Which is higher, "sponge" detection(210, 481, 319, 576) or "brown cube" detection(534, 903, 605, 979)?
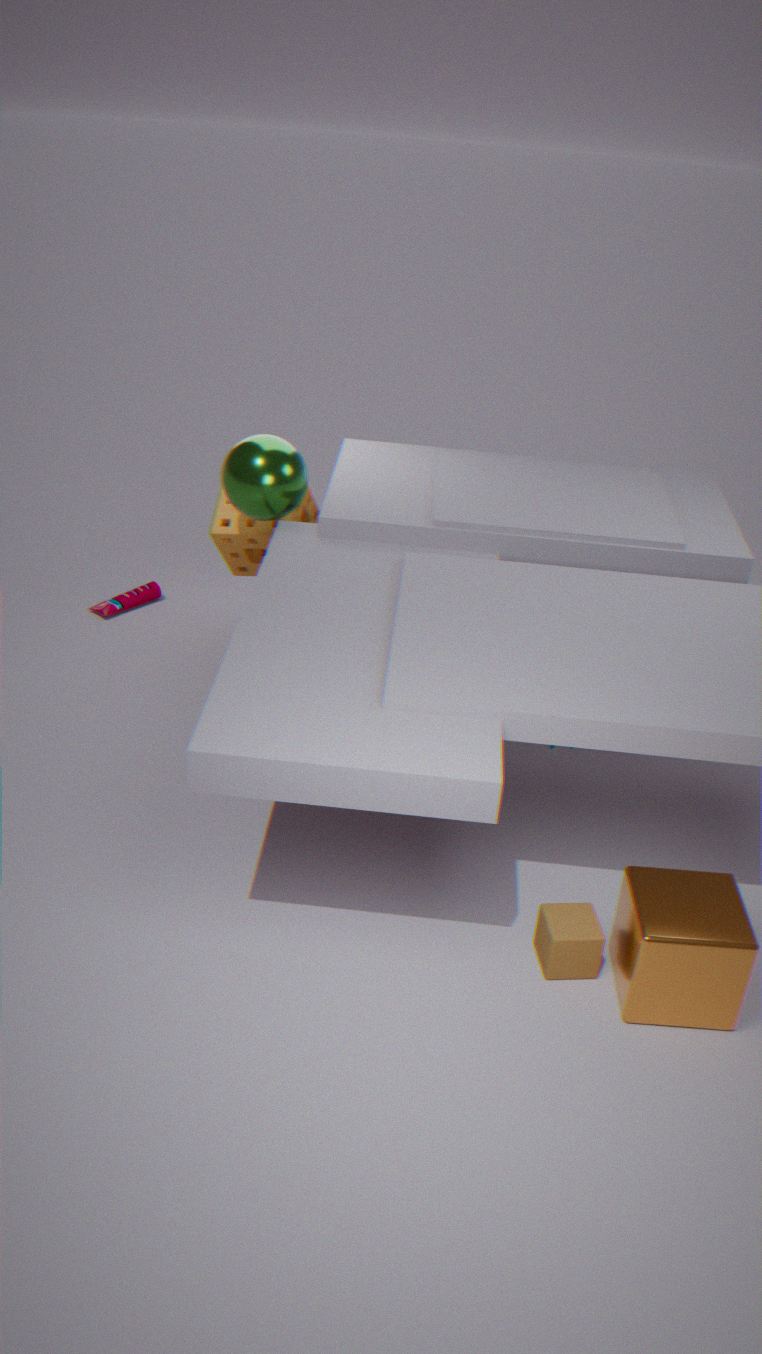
"sponge" detection(210, 481, 319, 576)
